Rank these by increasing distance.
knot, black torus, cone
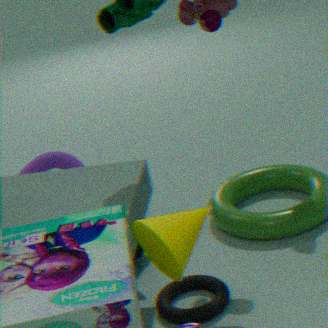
cone → black torus → knot
